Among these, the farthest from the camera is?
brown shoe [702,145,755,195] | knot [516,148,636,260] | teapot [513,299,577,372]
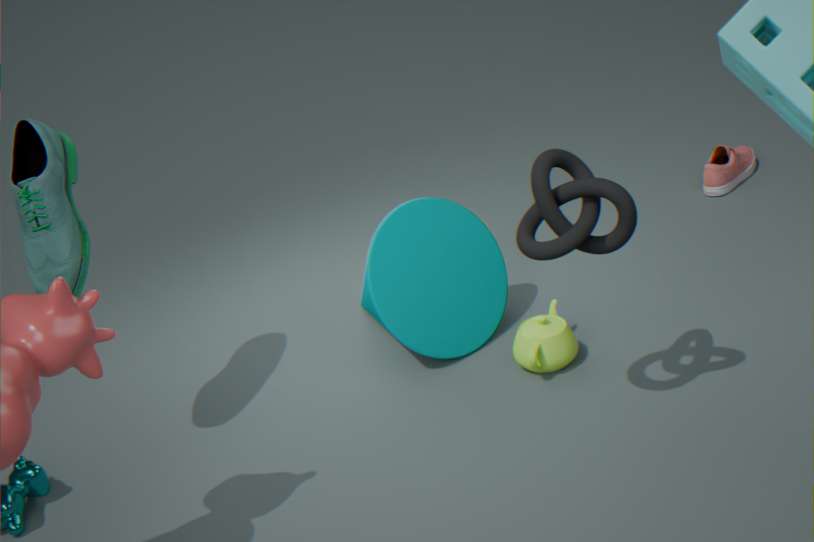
brown shoe [702,145,755,195]
